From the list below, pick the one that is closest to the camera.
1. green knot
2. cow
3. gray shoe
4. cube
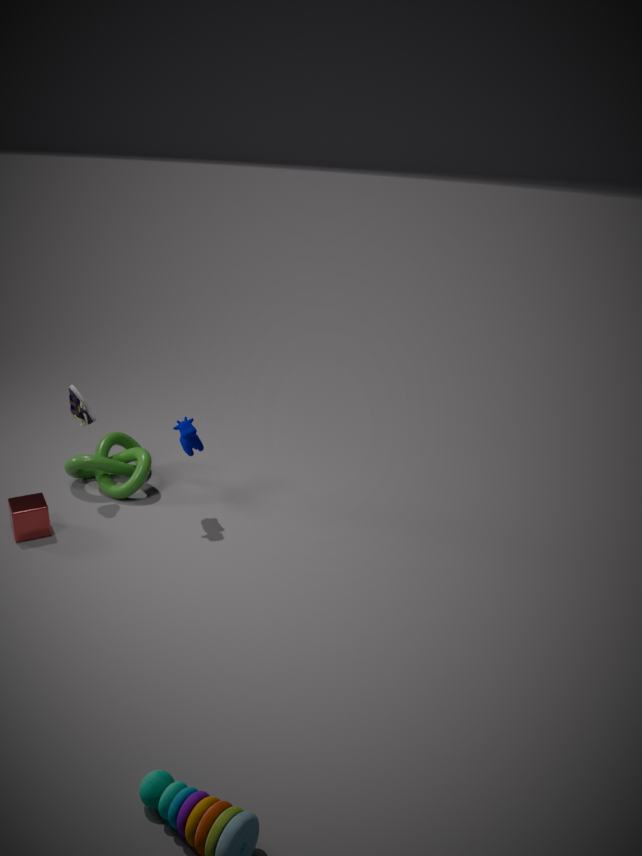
cube
